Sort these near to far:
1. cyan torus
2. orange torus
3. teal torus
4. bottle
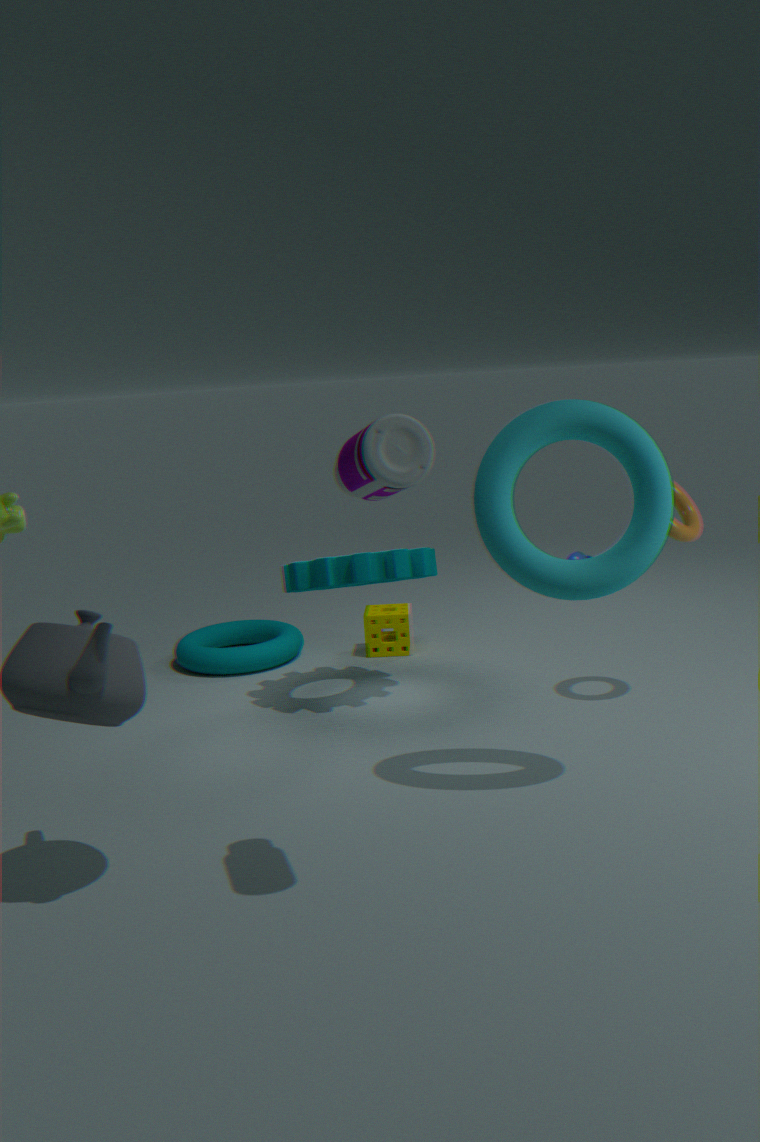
bottle → cyan torus → orange torus → teal torus
